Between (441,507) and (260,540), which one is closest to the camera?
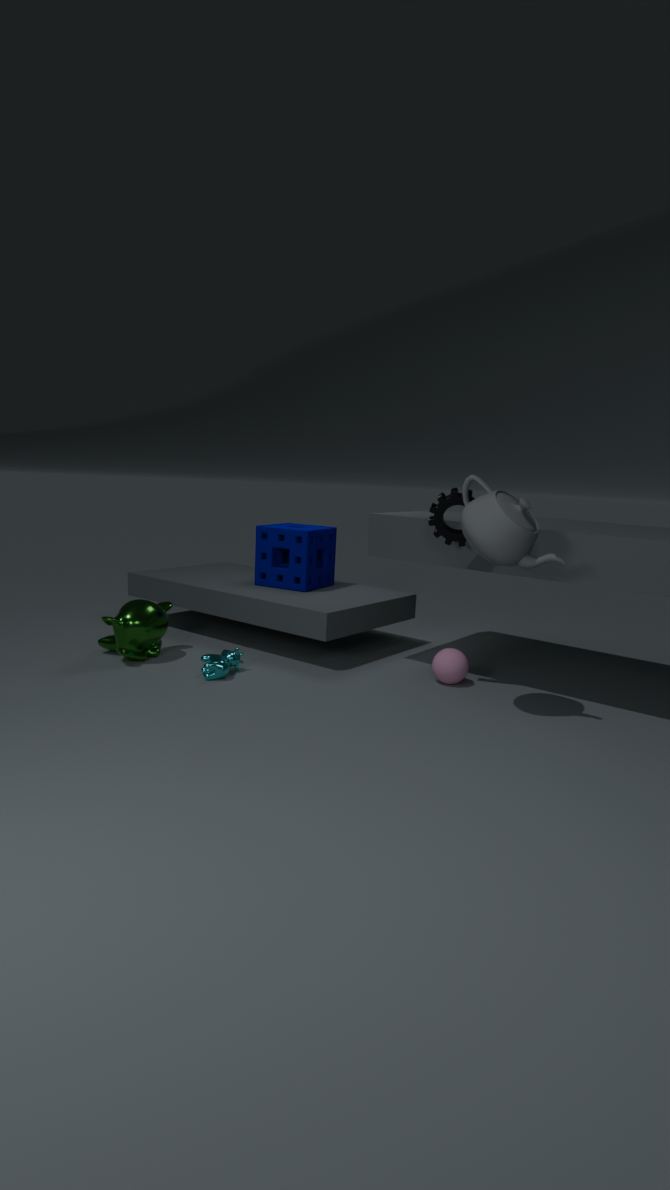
(441,507)
